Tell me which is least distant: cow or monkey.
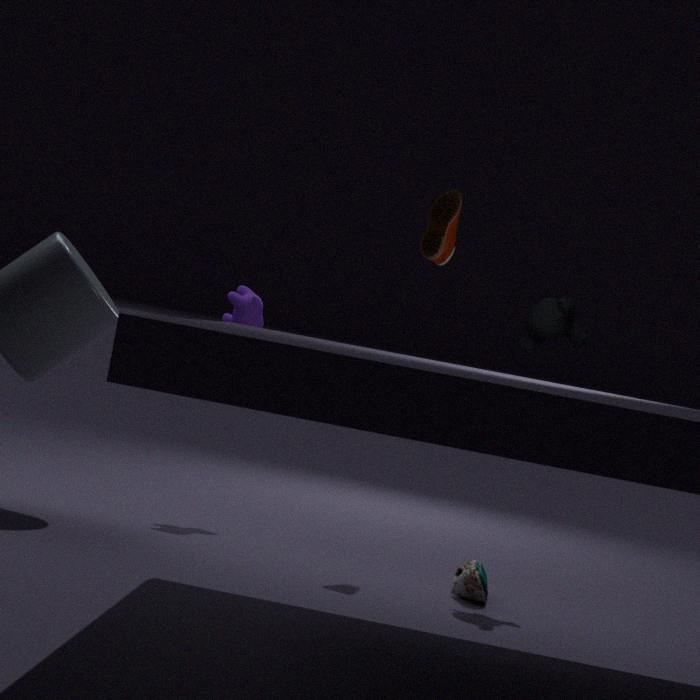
monkey
